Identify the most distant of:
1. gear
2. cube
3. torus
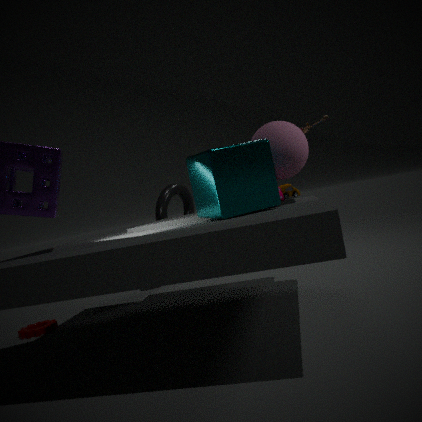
torus
